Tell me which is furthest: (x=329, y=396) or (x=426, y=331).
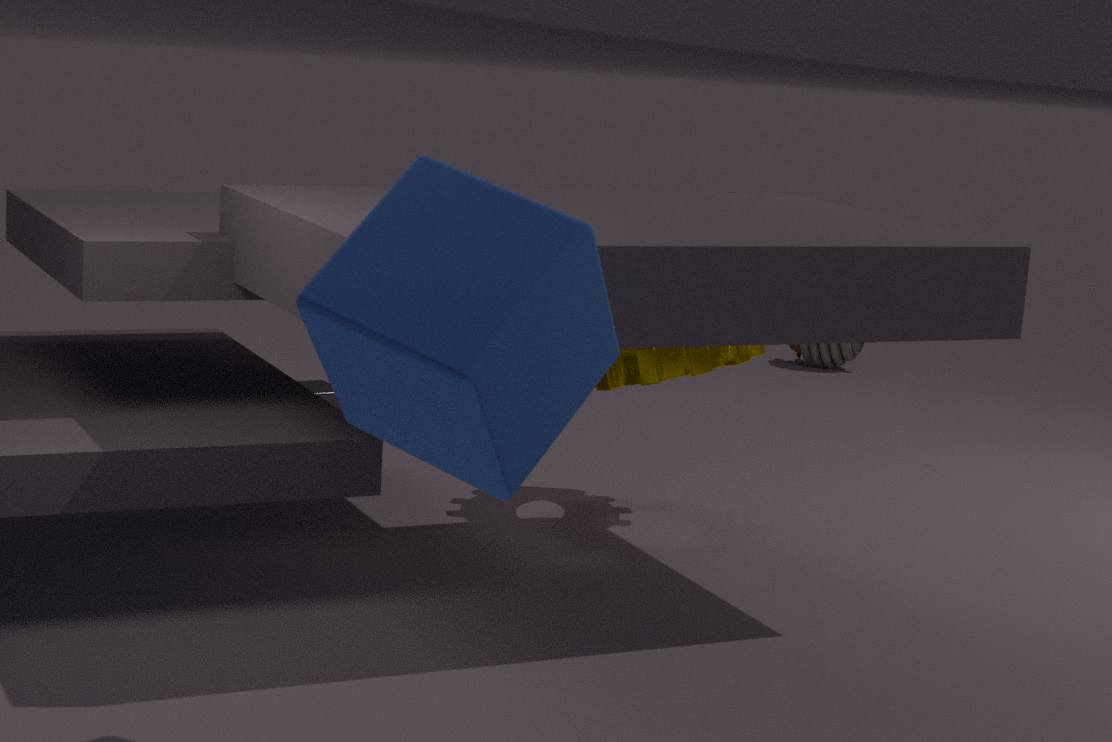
(x=329, y=396)
